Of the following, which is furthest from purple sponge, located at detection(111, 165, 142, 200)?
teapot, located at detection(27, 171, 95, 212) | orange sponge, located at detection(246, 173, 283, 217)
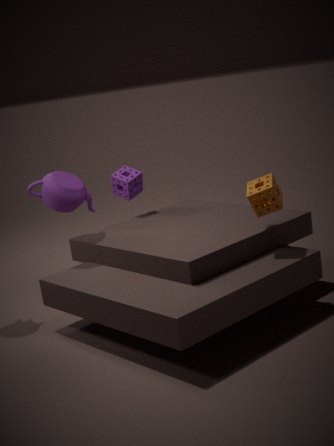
orange sponge, located at detection(246, 173, 283, 217)
